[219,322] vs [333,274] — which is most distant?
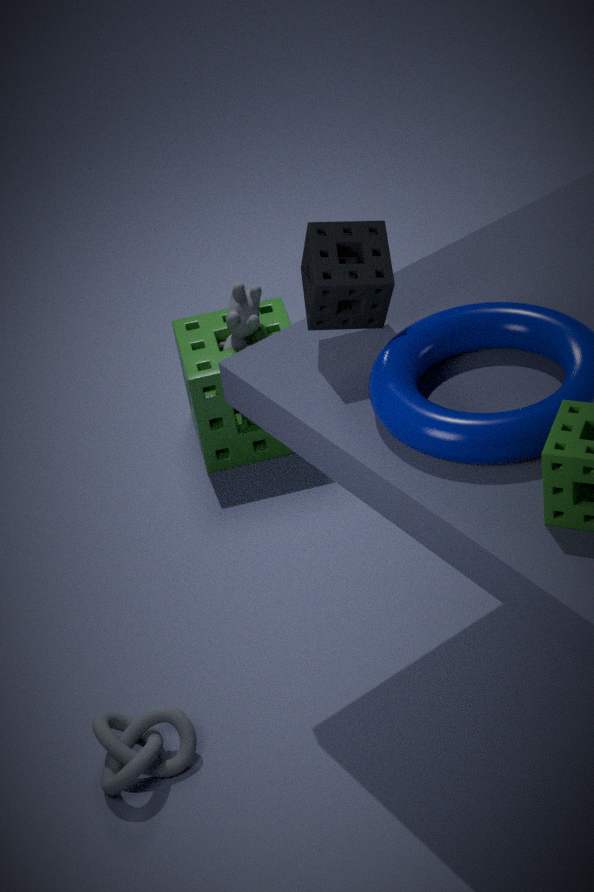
[219,322]
